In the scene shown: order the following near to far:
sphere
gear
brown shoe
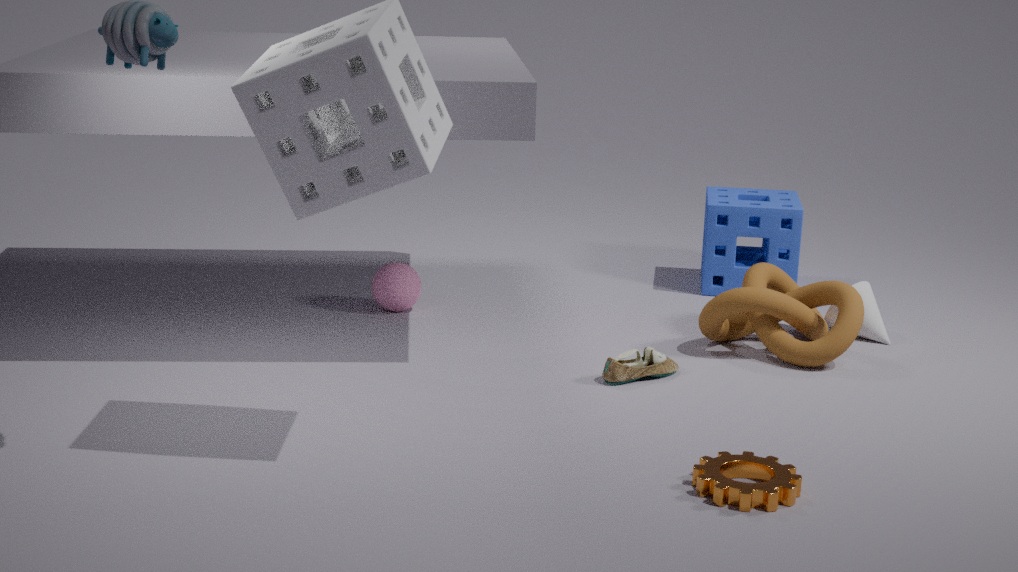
gear < brown shoe < sphere
